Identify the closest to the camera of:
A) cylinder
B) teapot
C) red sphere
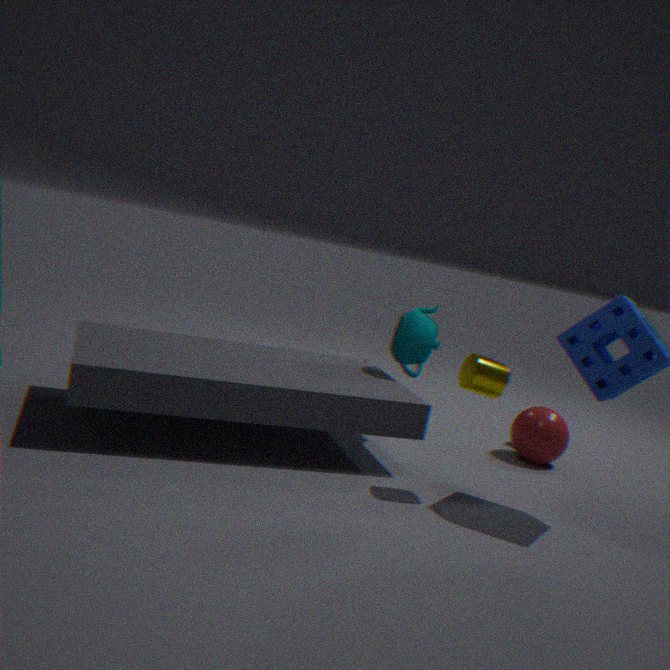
cylinder
